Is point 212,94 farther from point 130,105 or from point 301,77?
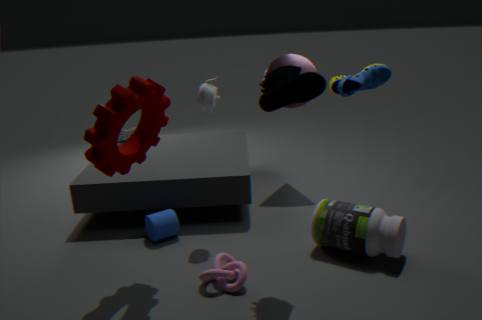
point 301,77
